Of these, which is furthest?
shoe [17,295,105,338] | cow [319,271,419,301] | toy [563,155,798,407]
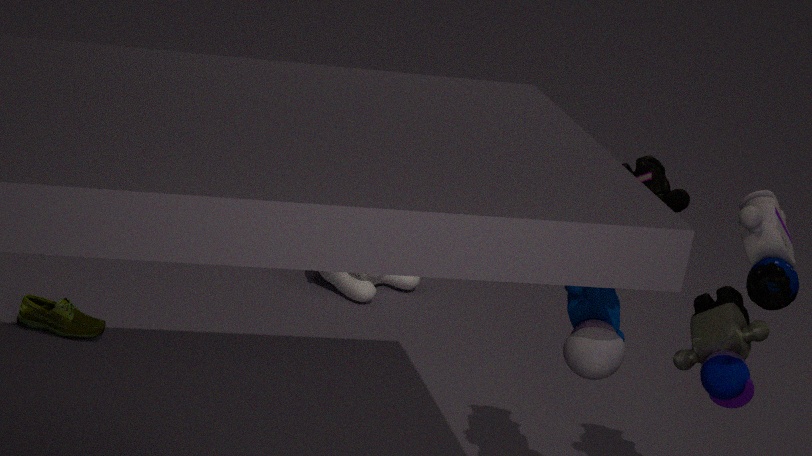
cow [319,271,419,301]
